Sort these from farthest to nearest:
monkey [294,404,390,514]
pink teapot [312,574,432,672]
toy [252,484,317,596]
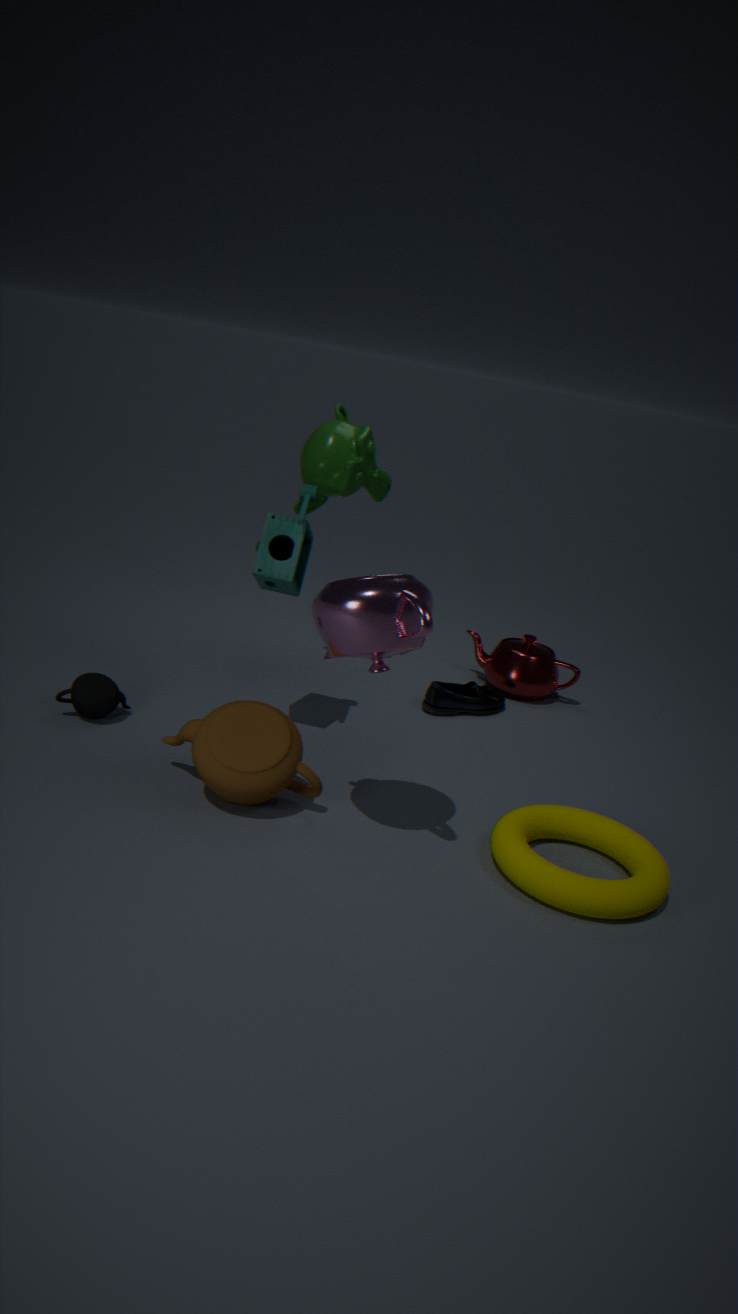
monkey [294,404,390,514] < toy [252,484,317,596] < pink teapot [312,574,432,672]
